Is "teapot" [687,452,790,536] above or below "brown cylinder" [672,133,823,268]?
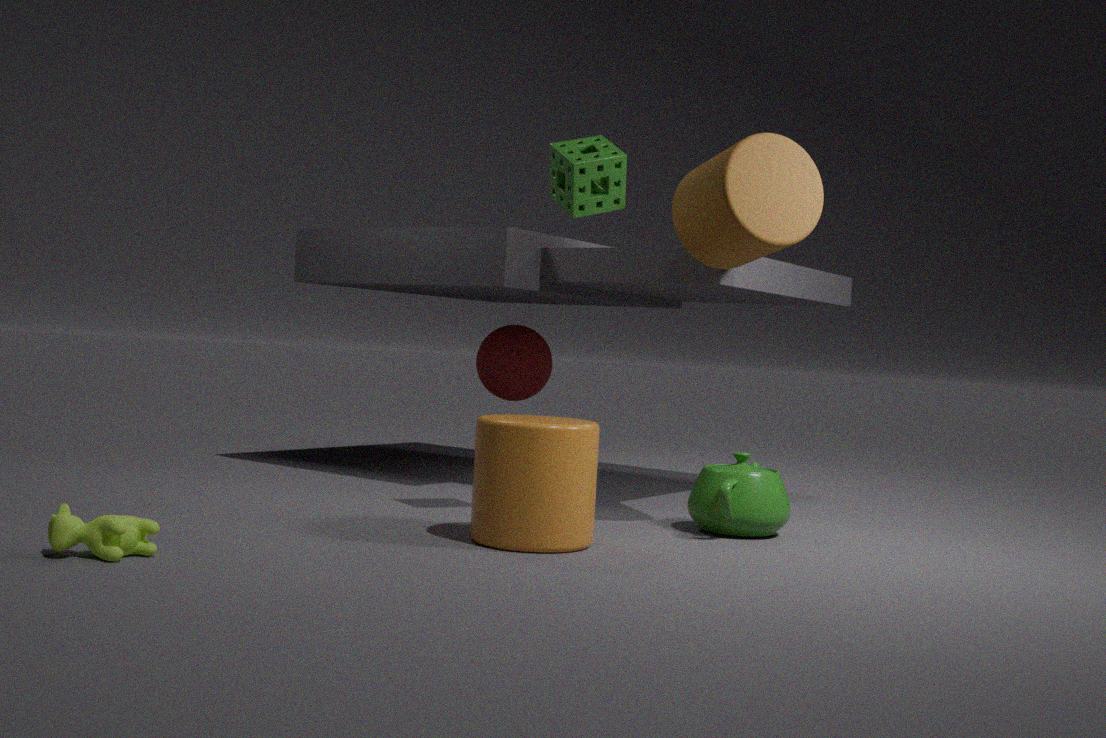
below
